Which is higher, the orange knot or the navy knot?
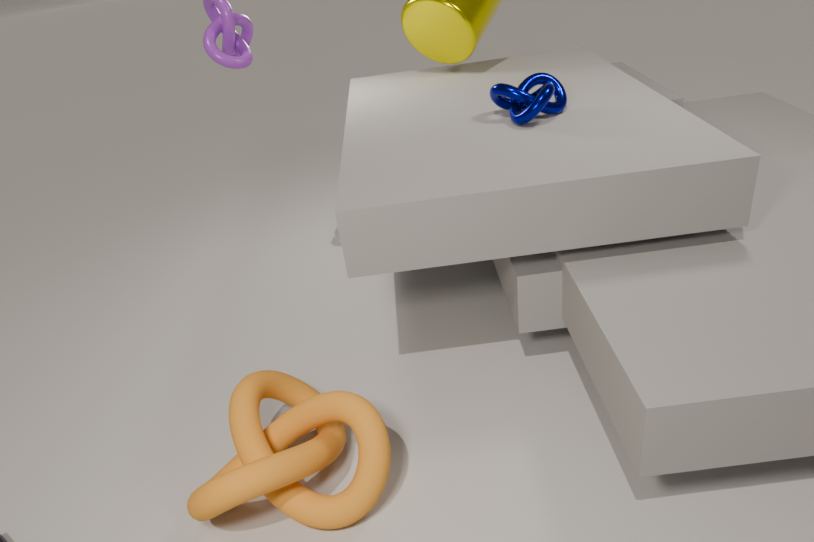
the navy knot
